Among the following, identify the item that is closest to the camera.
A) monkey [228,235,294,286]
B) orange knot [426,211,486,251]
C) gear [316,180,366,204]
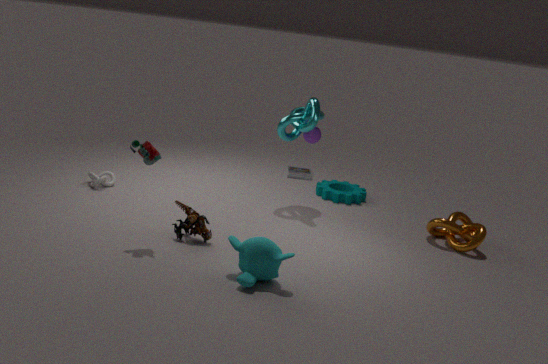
monkey [228,235,294,286]
